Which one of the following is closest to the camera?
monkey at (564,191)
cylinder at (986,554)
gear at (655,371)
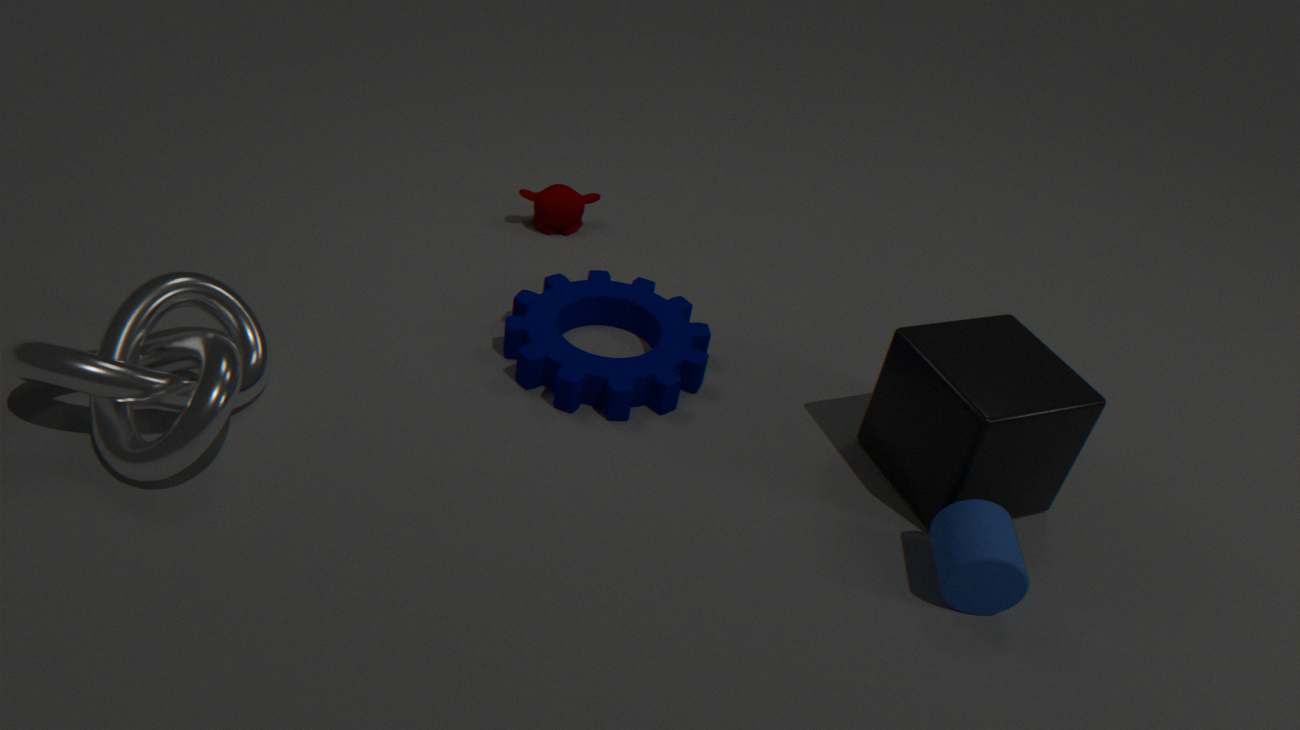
cylinder at (986,554)
